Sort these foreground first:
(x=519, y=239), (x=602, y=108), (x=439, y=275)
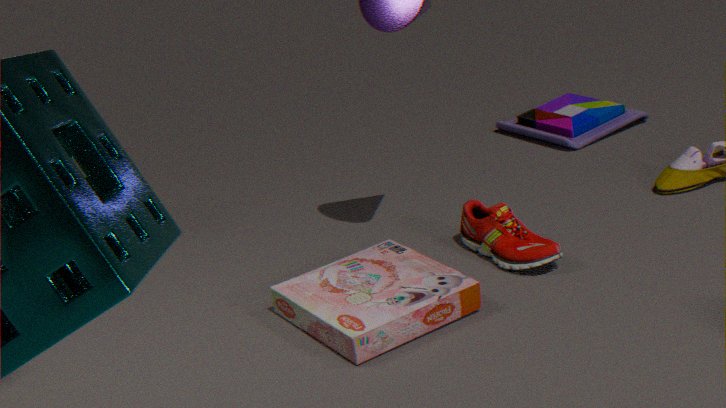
(x=439, y=275) → (x=519, y=239) → (x=602, y=108)
